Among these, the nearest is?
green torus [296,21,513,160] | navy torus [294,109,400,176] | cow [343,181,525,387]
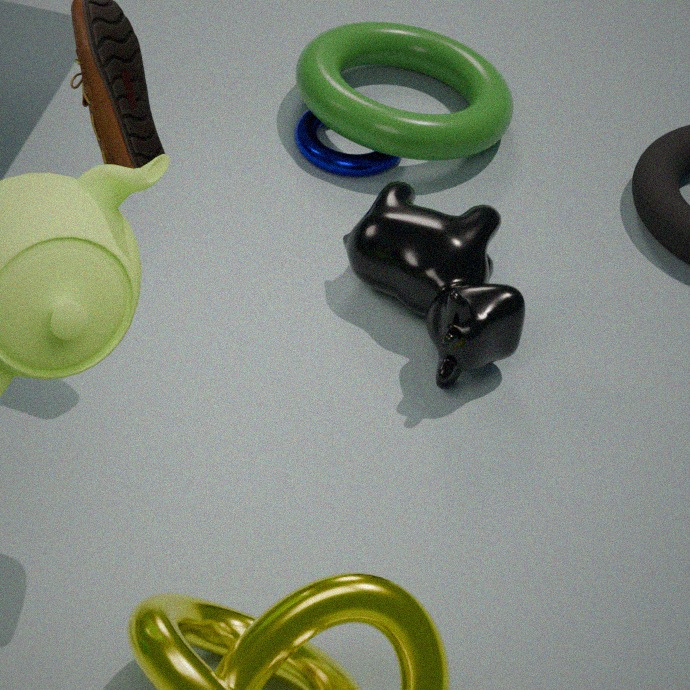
cow [343,181,525,387]
